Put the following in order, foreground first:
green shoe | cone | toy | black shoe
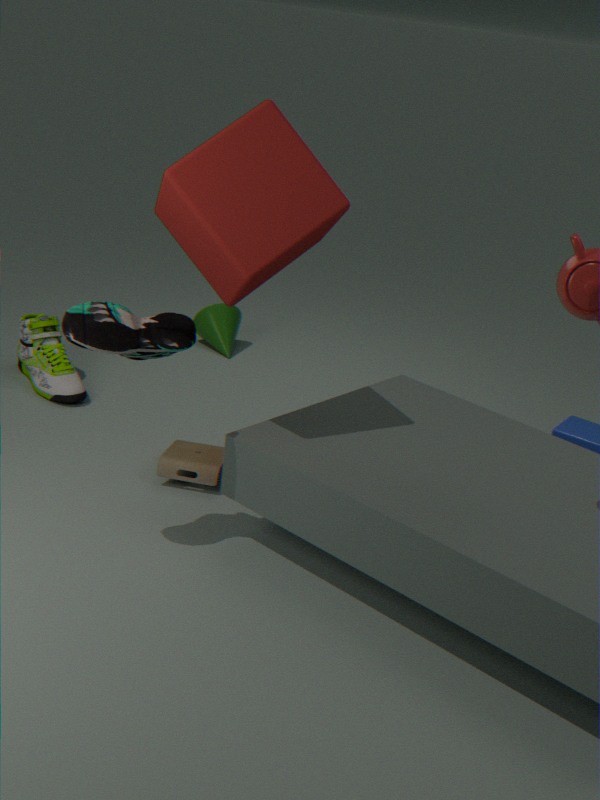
black shoe → toy → green shoe → cone
